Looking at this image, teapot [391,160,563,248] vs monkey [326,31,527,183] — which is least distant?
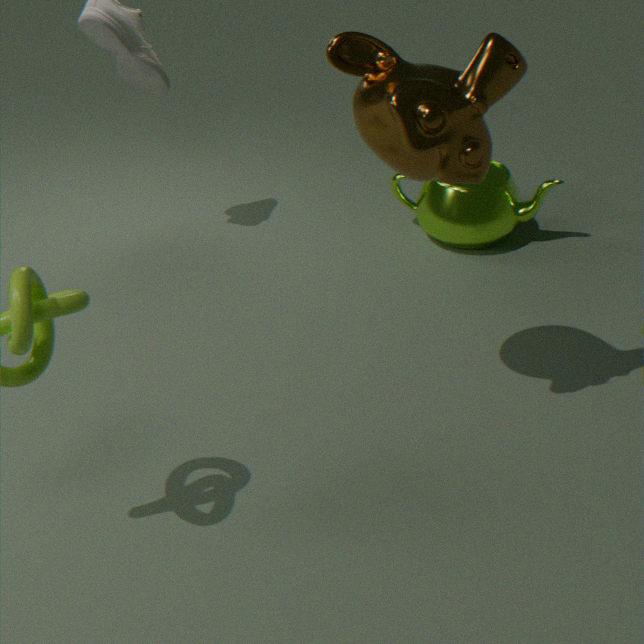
monkey [326,31,527,183]
